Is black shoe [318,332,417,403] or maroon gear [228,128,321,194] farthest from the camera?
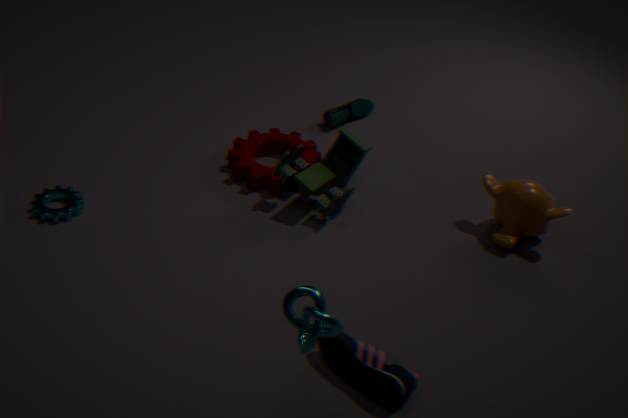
maroon gear [228,128,321,194]
